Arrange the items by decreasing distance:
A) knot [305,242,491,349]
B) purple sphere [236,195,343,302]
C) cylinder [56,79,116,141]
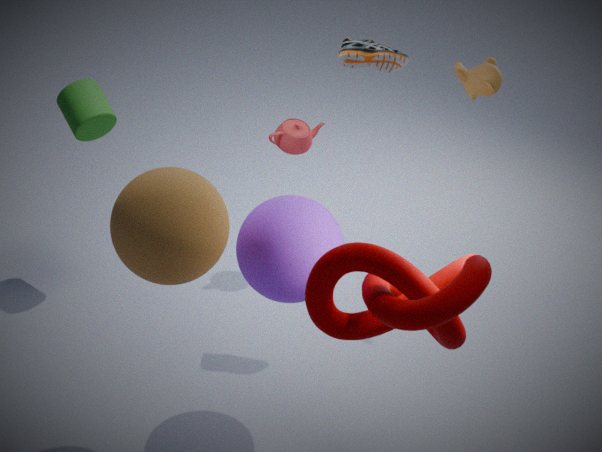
cylinder [56,79,116,141] < purple sphere [236,195,343,302] < knot [305,242,491,349]
